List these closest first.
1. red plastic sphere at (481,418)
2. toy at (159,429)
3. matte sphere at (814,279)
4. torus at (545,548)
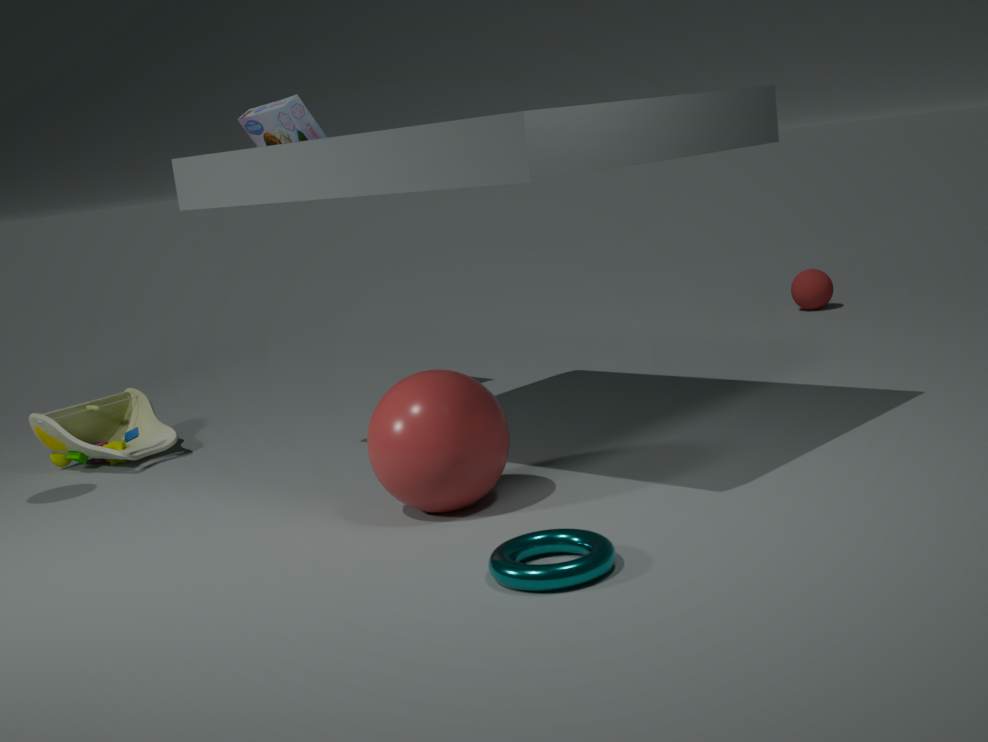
torus at (545,548)
red plastic sphere at (481,418)
toy at (159,429)
matte sphere at (814,279)
